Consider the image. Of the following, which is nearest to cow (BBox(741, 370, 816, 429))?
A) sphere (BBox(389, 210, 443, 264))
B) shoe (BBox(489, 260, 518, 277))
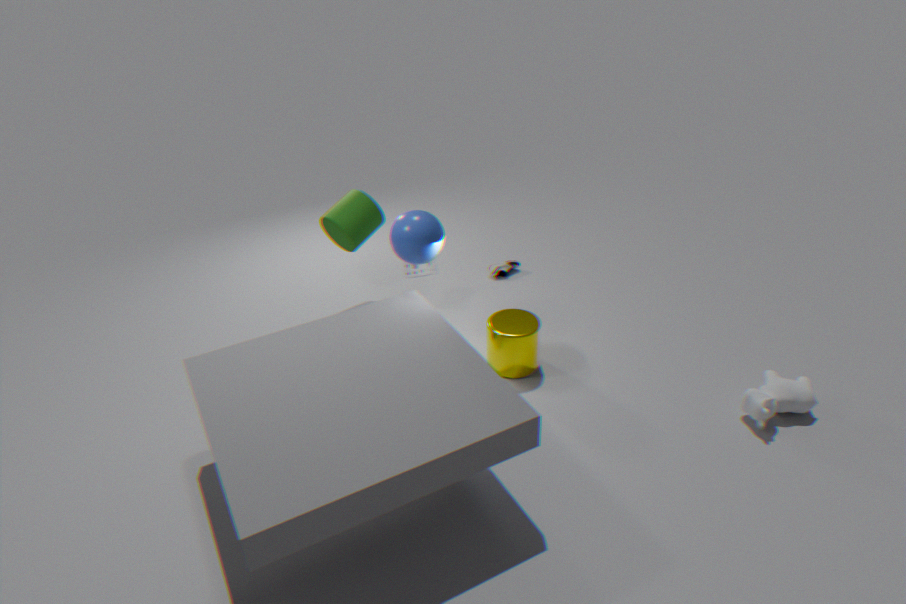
sphere (BBox(389, 210, 443, 264))
